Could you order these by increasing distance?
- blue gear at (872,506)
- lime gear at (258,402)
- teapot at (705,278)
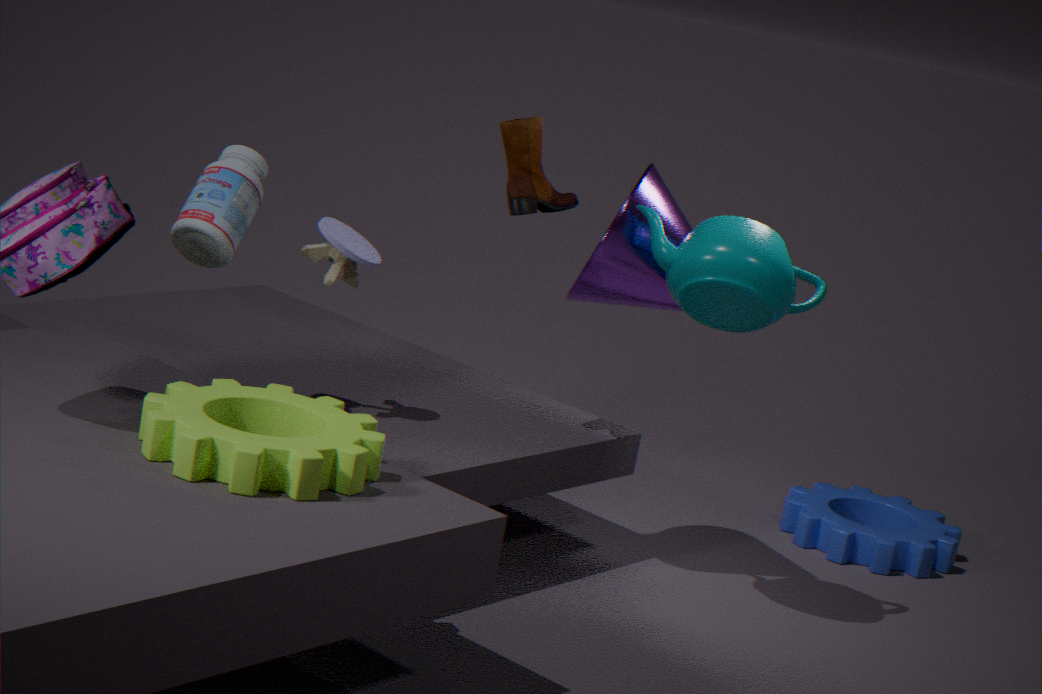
1. lime gear at (258,402)
2. teapot at (705,278)
3. blue gear at (872,506)
